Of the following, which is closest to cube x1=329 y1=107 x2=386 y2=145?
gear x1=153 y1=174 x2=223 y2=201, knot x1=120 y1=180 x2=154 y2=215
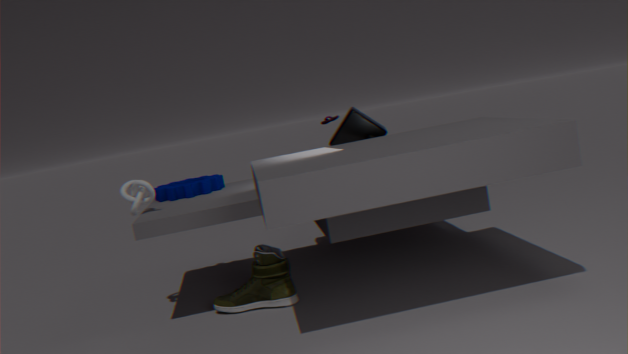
gear x1=153 y1=174 x2=223 y2=201
